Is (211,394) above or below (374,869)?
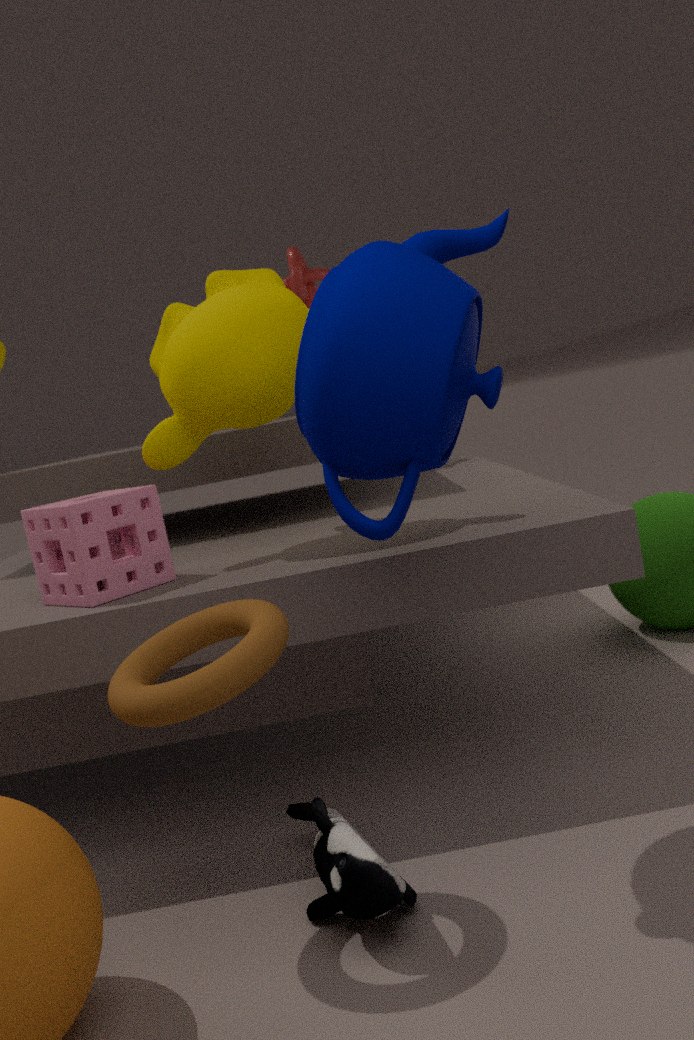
above
